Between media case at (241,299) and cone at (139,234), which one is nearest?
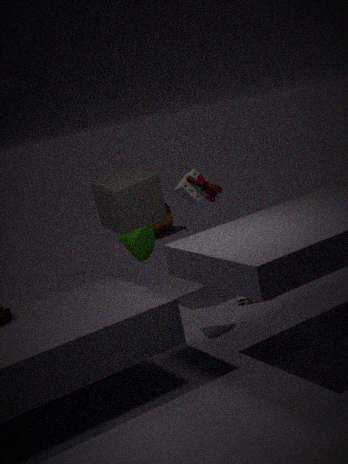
cone at (139,234)
